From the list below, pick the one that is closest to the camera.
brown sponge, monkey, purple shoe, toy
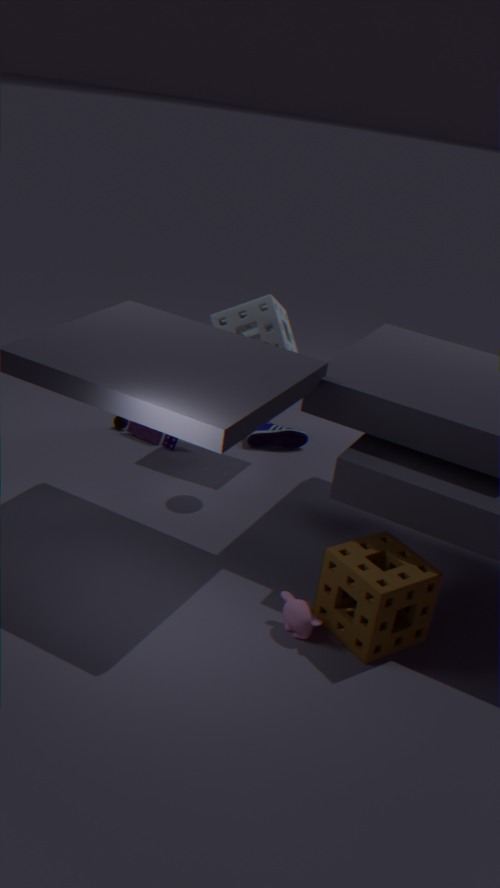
brown sponge
